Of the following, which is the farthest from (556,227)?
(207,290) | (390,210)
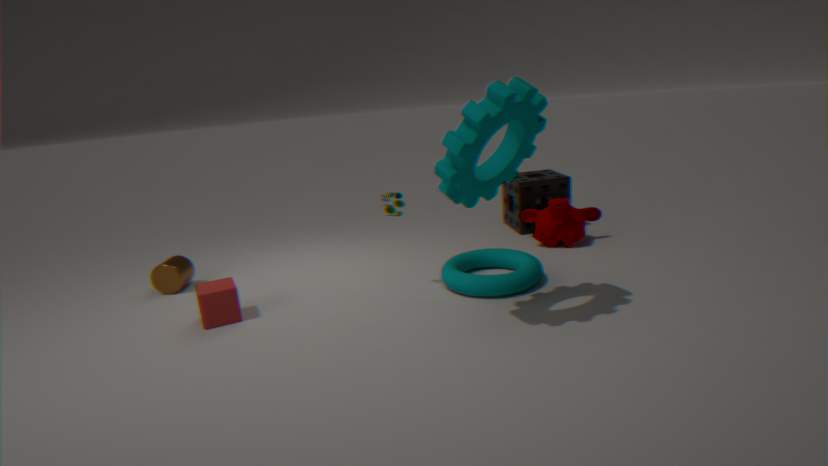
(207,290)
